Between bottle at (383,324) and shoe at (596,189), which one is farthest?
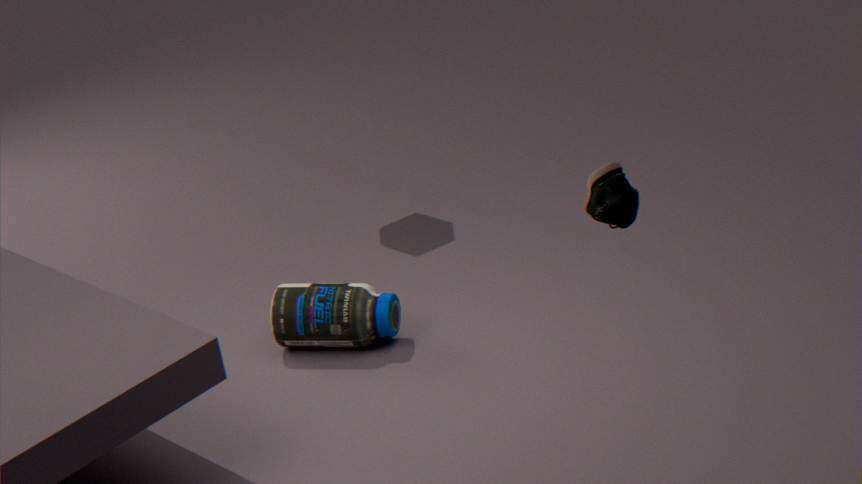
bottle at (383,324)
